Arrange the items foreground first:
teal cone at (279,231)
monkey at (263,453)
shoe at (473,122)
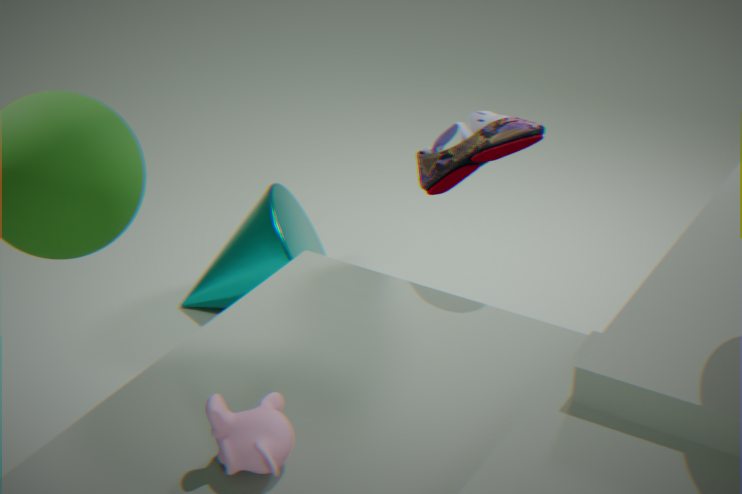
monkey at (263,453) → shoe at (473,122) → teal cone at (279,231)
